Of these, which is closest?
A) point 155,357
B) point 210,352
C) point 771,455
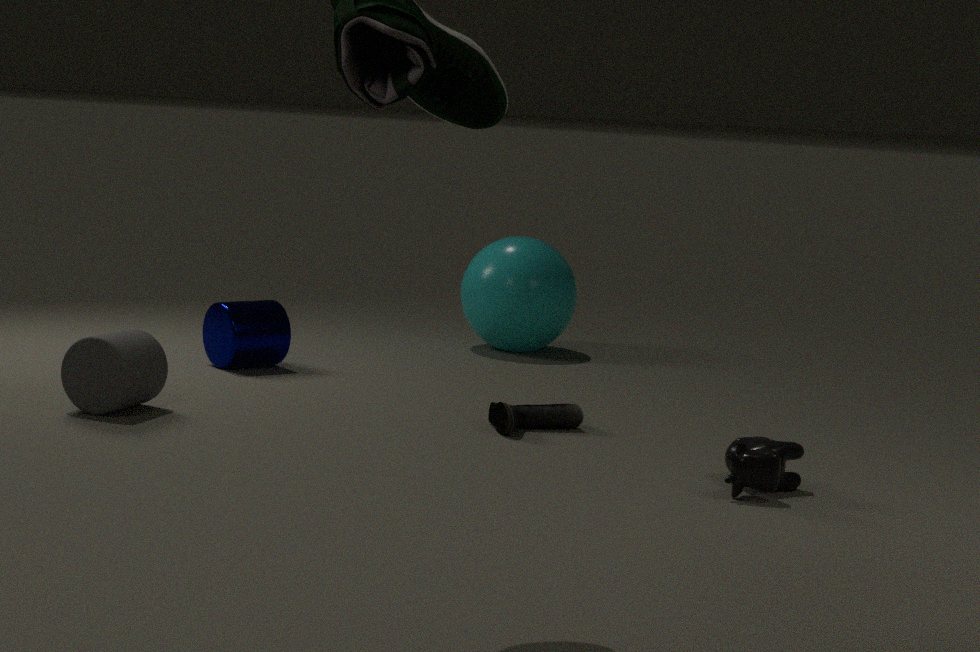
point 771,455
